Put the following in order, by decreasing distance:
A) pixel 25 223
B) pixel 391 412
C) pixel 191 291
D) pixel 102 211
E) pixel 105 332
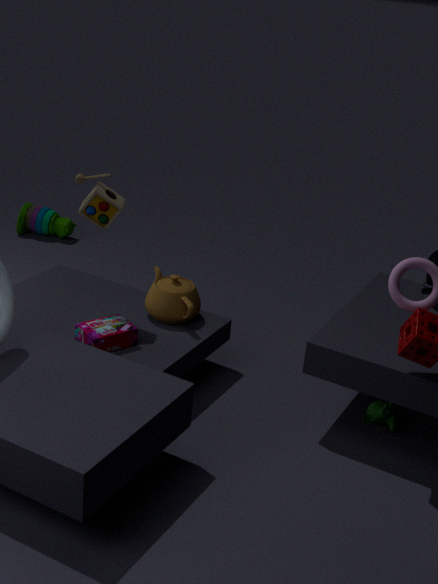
1. pixel 25 223
2. pixel 191 291
3. pixel 102 211
4. pixel 391 412
5. pixel 105 332
